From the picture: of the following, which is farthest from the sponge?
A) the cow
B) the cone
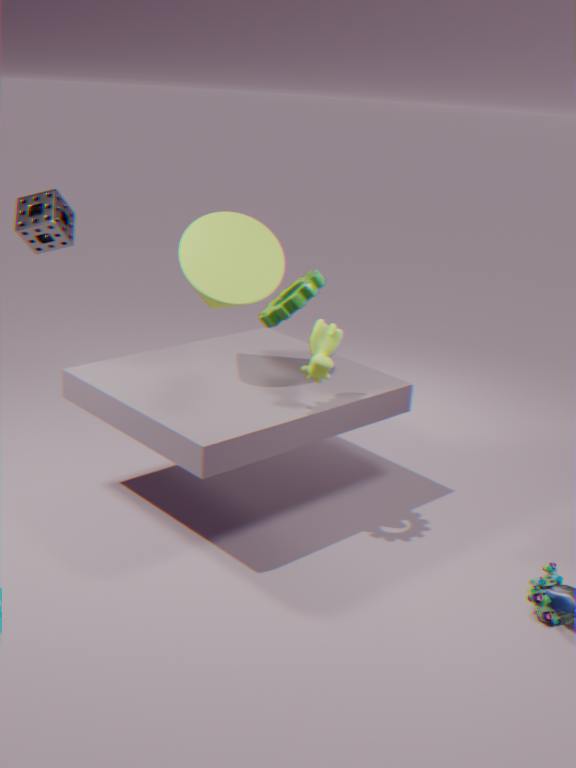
the cow
